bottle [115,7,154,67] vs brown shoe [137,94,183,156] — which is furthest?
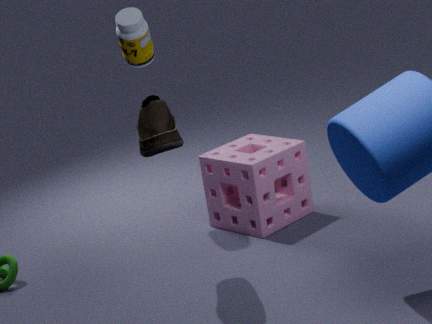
bottle [115,7,154,67]
